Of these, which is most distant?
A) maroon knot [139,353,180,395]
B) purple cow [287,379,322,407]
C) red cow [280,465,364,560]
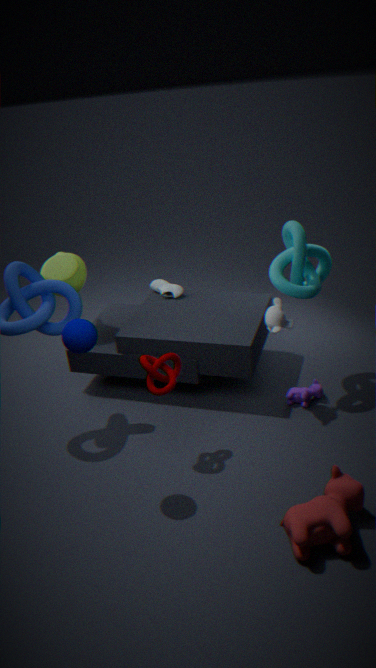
purple cow [287,379,322,407]
